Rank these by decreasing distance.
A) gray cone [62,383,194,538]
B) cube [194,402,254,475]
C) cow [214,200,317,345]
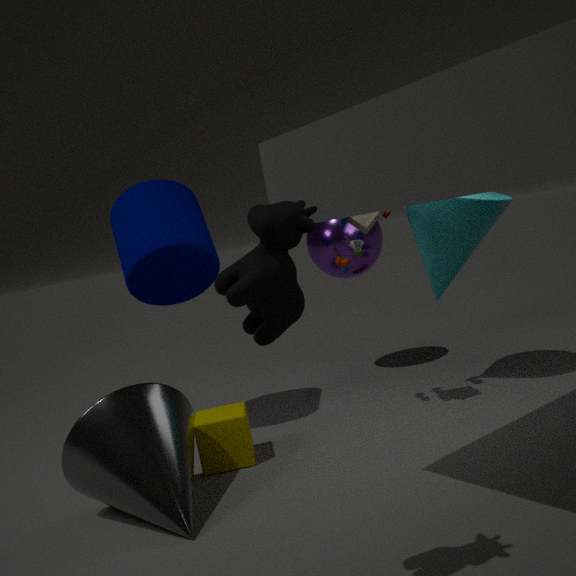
cube [194,402,254,475] < gray cone [62,383,194,538] < cow [214,200,317,345]
